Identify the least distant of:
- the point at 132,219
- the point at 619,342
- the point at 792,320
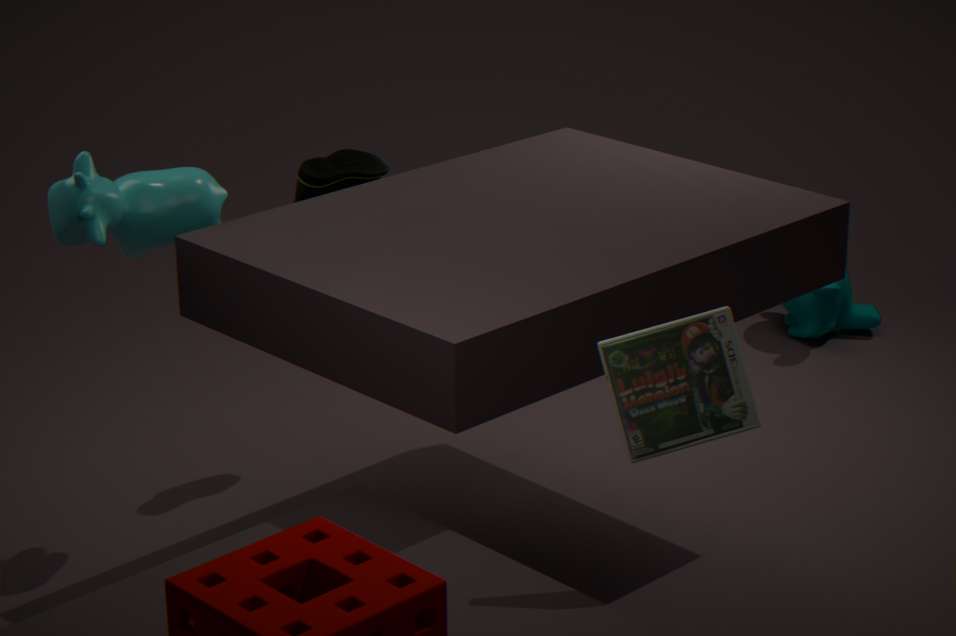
the point at 619,342
